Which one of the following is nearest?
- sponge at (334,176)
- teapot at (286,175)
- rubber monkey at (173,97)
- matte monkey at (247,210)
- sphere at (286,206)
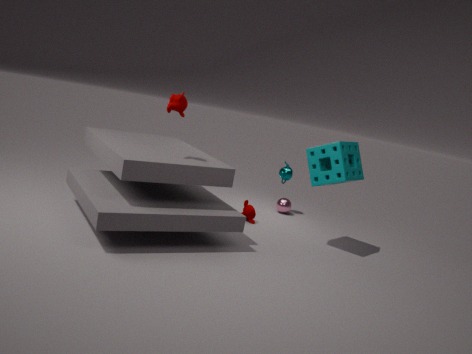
rubber monkey at (173,97)
